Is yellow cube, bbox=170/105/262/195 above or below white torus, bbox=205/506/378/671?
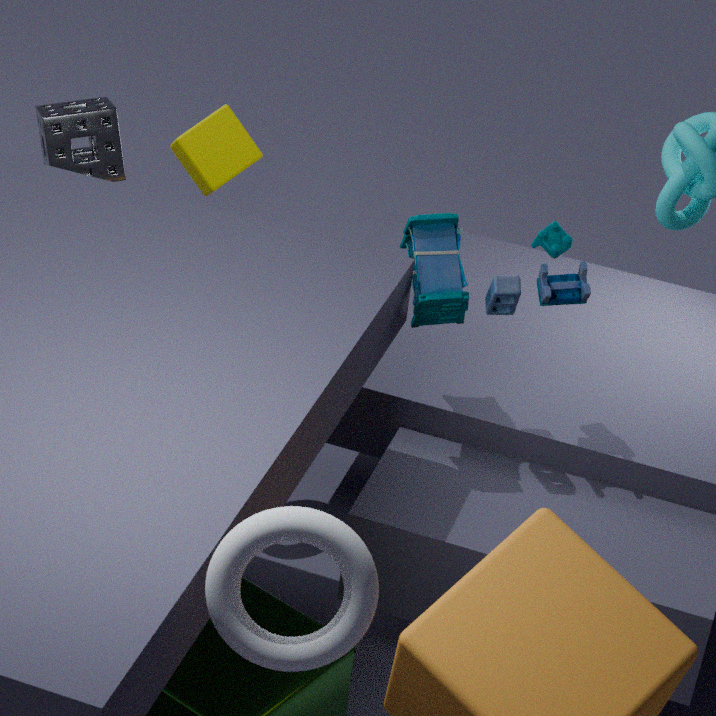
below
